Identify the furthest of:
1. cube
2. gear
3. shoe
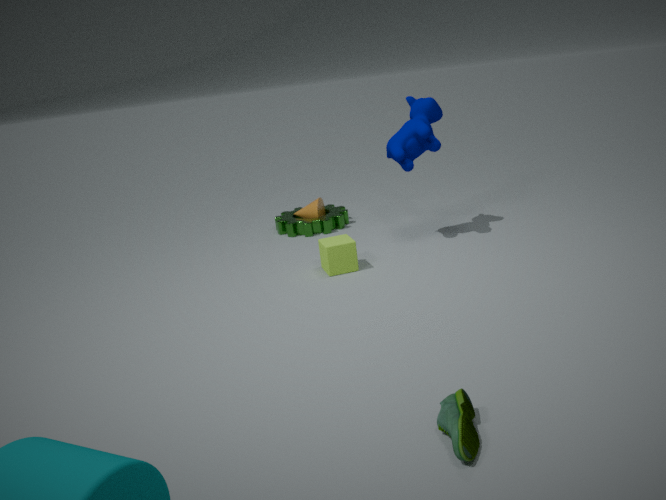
A: gear
